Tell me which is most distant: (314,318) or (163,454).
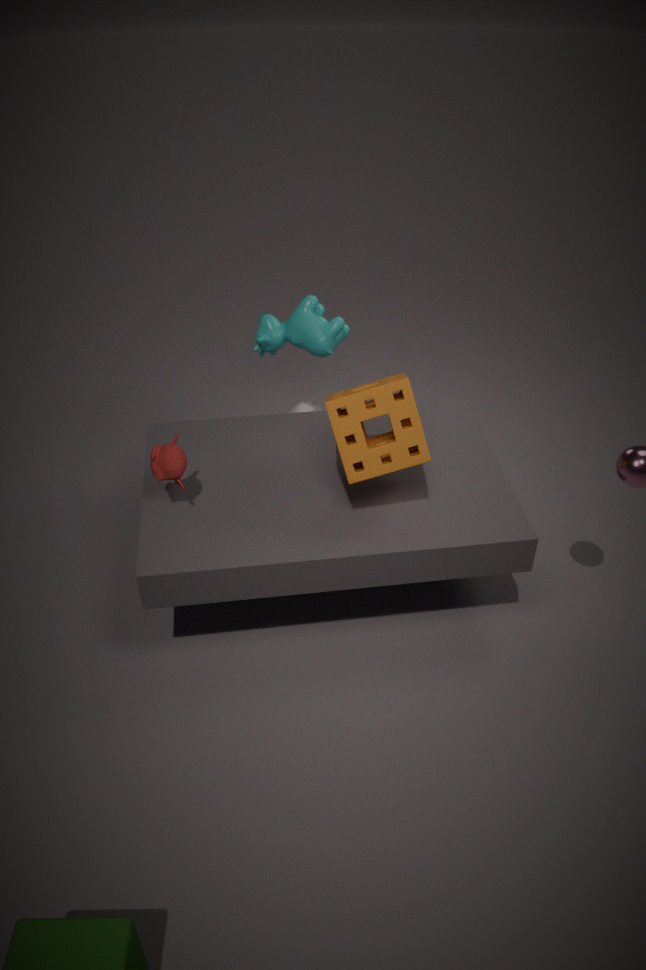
(314,318)
